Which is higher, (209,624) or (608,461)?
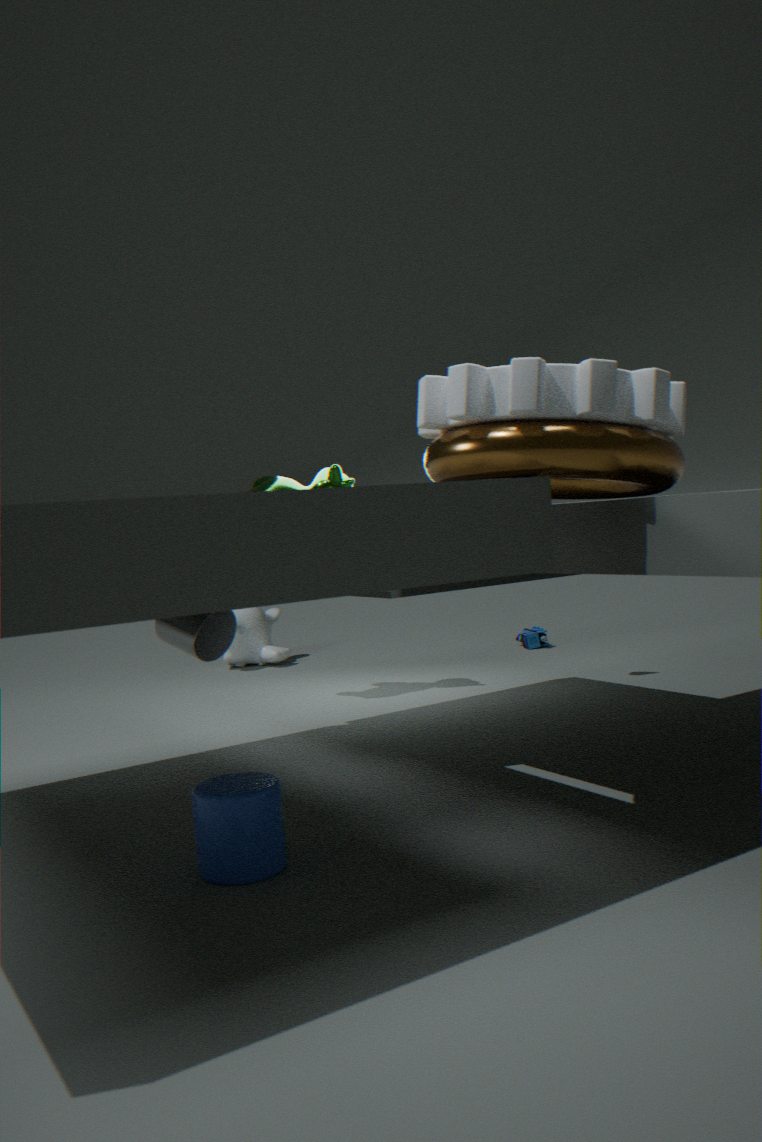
(608,461)
